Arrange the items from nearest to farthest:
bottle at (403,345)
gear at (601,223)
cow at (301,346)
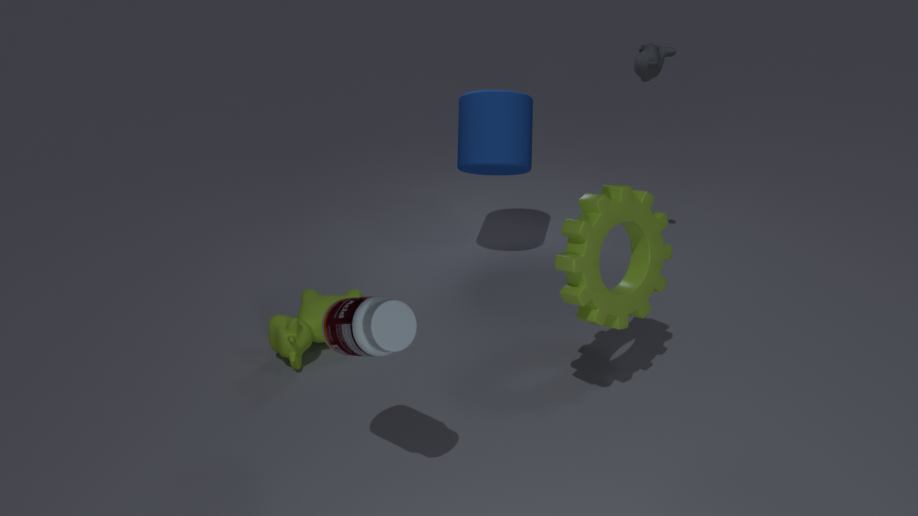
bottle at (403,345)
gear at (601,223)
cow at (301,346)
